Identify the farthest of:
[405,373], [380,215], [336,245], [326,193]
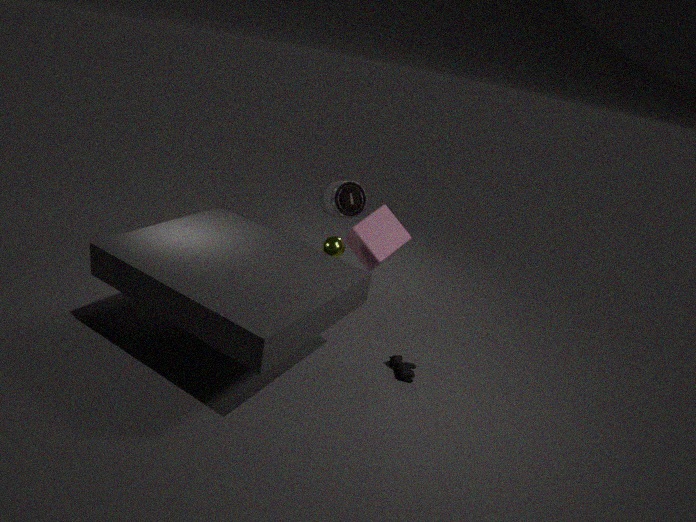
[326,193]
